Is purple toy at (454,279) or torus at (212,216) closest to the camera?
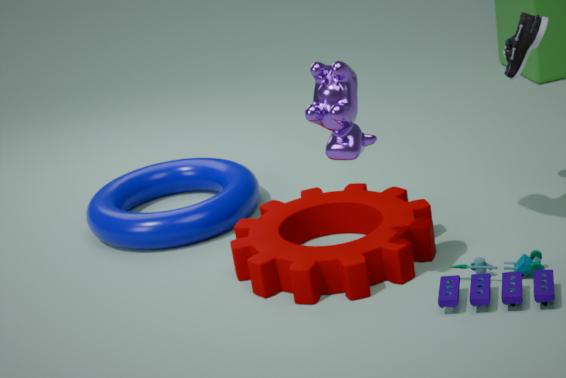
purple toy at (454,279)
